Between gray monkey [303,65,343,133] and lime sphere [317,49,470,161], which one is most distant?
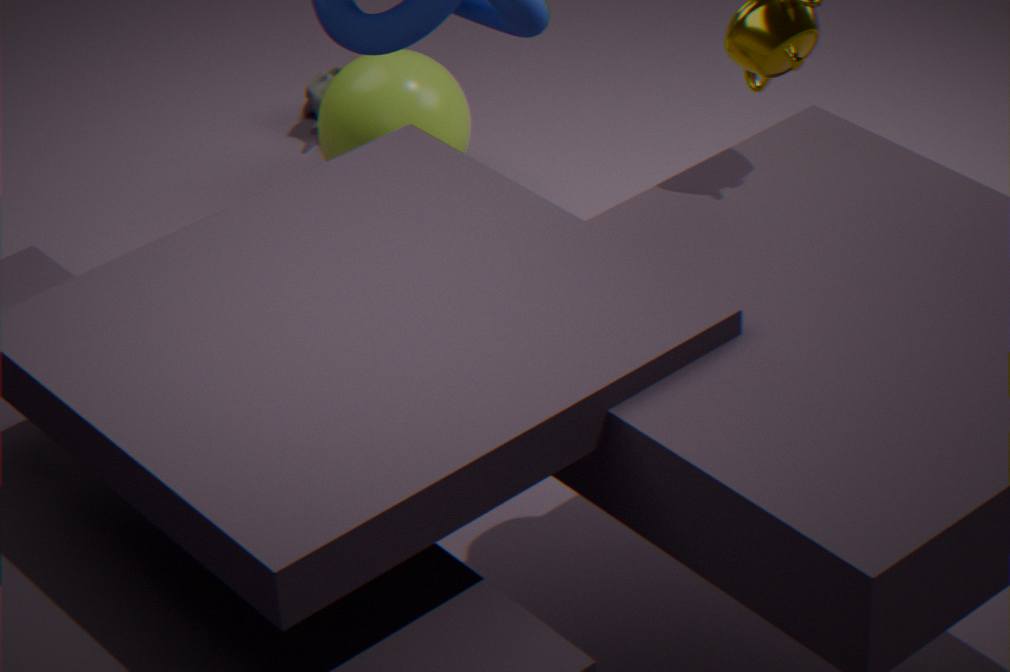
gray monkey [303,65,343,133]
